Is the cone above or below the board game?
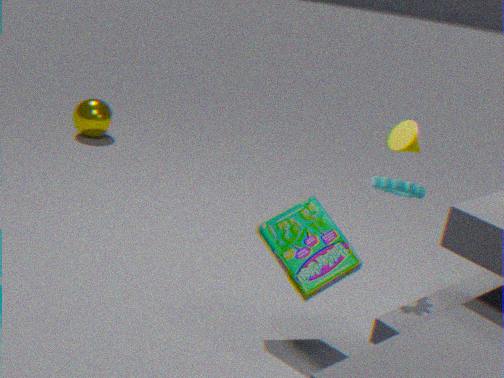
above
